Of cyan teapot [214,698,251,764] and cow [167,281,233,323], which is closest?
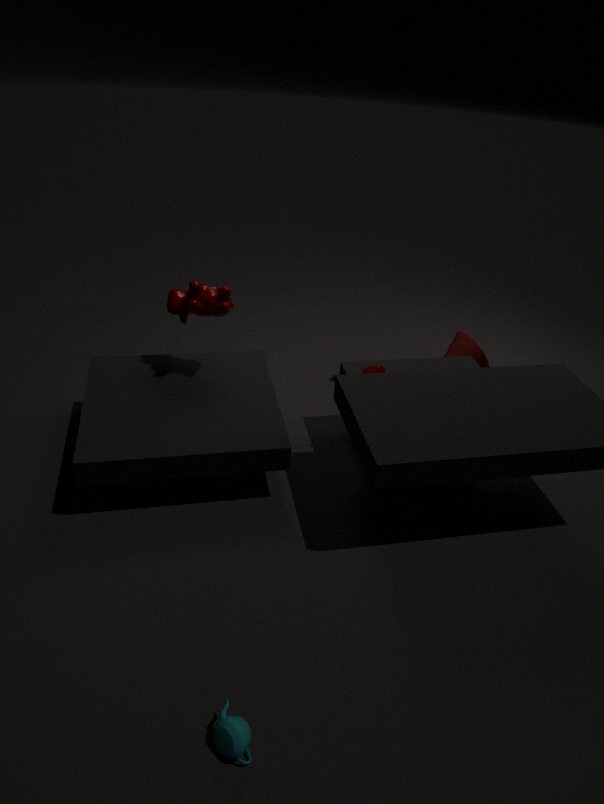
cyan teapot [214,698,251,764]
